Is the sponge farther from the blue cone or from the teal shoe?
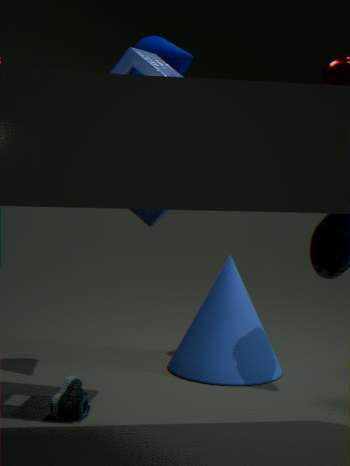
the teal shoe
